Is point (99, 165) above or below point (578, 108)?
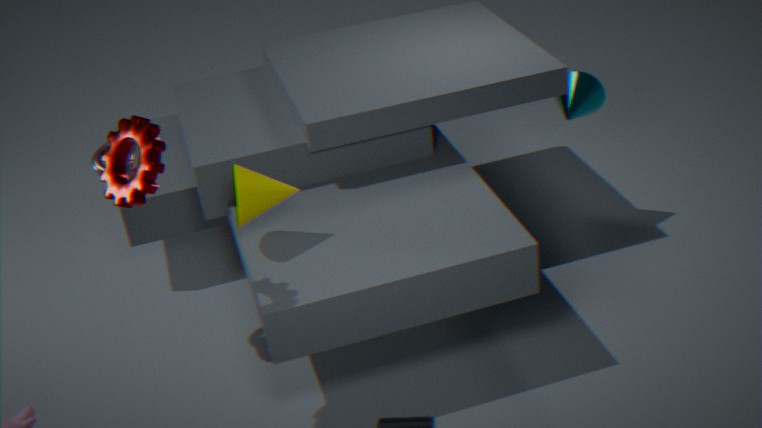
above
